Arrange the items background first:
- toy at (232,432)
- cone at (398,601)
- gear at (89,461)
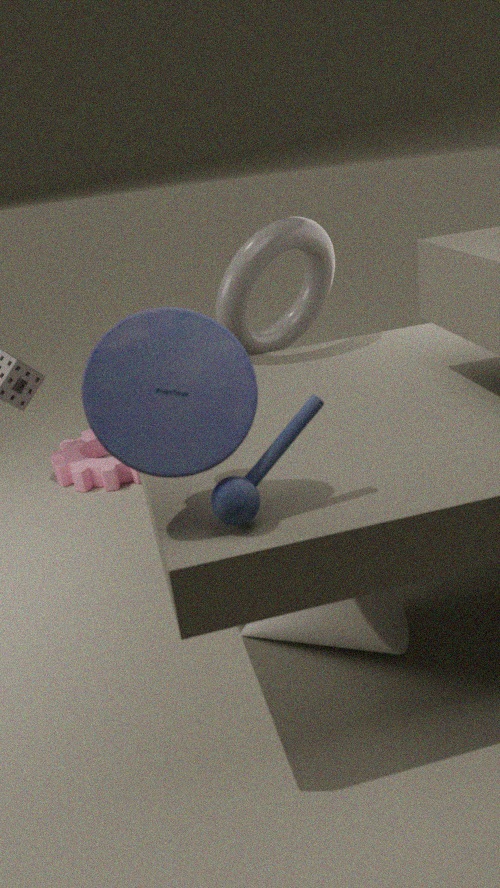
gear at (89,461) → cone at (398,601) → toy at (232,432)
